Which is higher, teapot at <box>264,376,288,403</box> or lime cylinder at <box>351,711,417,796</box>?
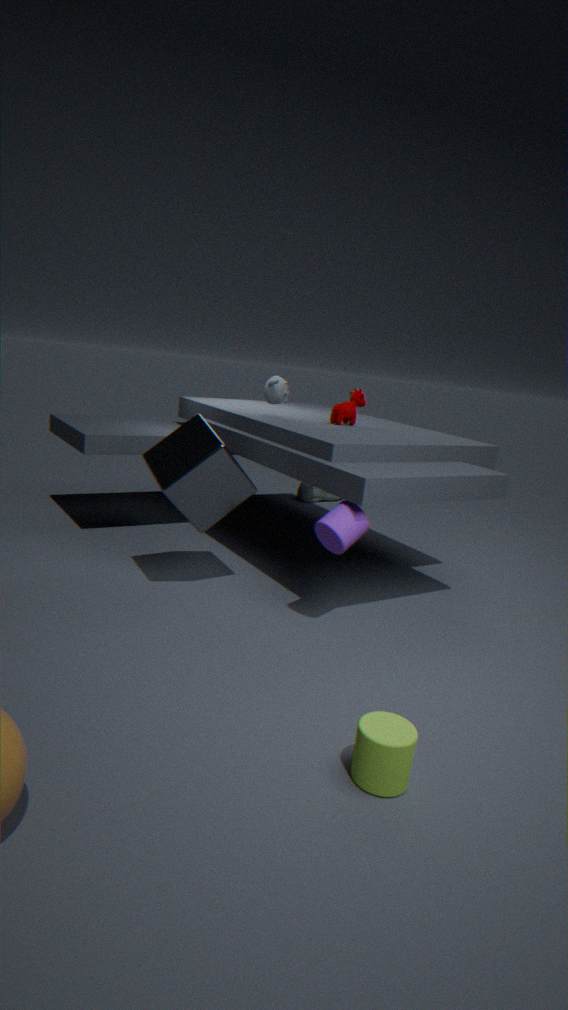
teapot at <box>264,376,288,403</box>
